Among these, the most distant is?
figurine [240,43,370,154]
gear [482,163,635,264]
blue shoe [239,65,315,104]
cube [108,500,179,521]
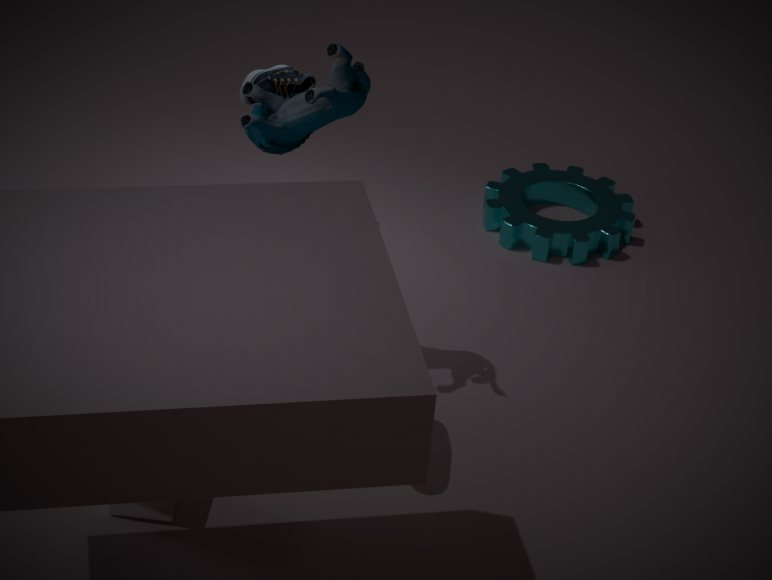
gear [482,163,635,264]
